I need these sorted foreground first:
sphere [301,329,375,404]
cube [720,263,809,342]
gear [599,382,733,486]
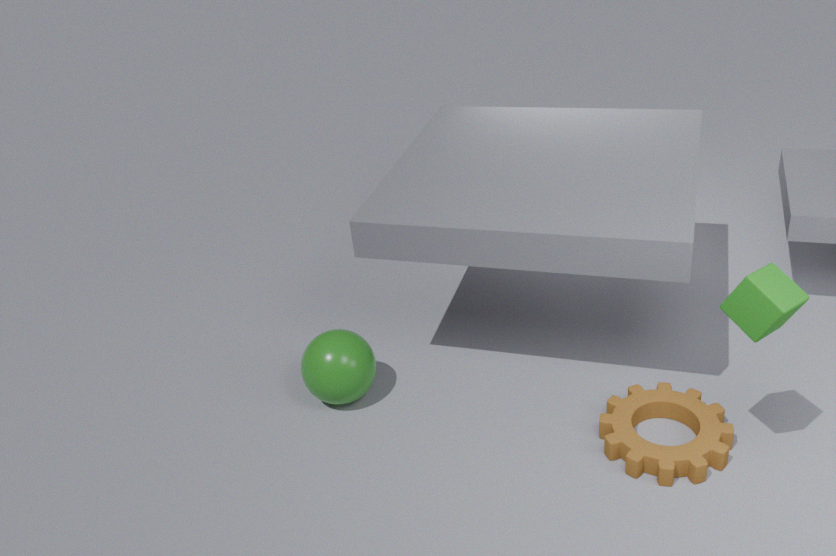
cube [720,263,809,342], gear [599,382,733,486], sphere [301,329,375,404]
